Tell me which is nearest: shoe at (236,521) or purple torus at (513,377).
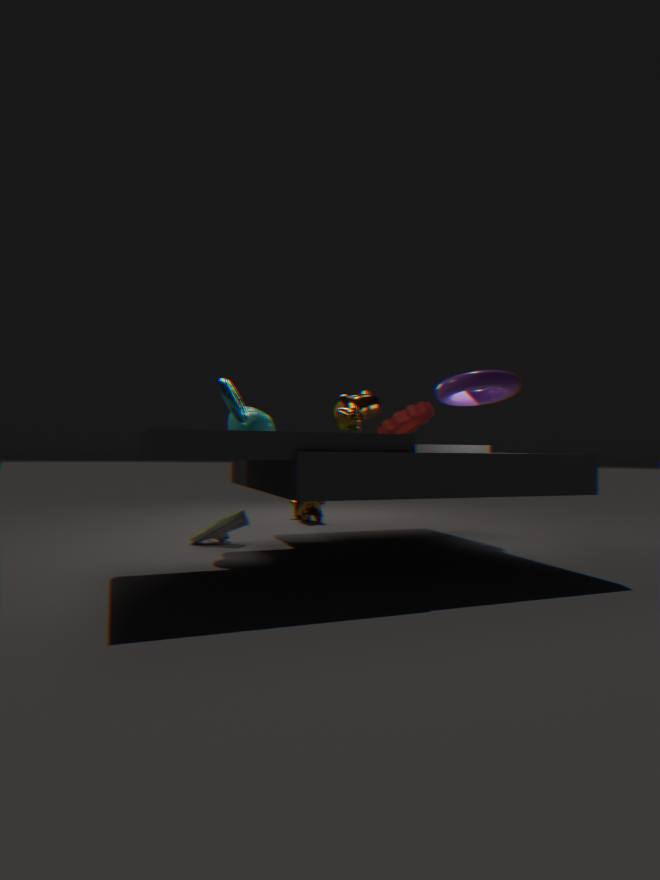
purple torus at (513,377)
